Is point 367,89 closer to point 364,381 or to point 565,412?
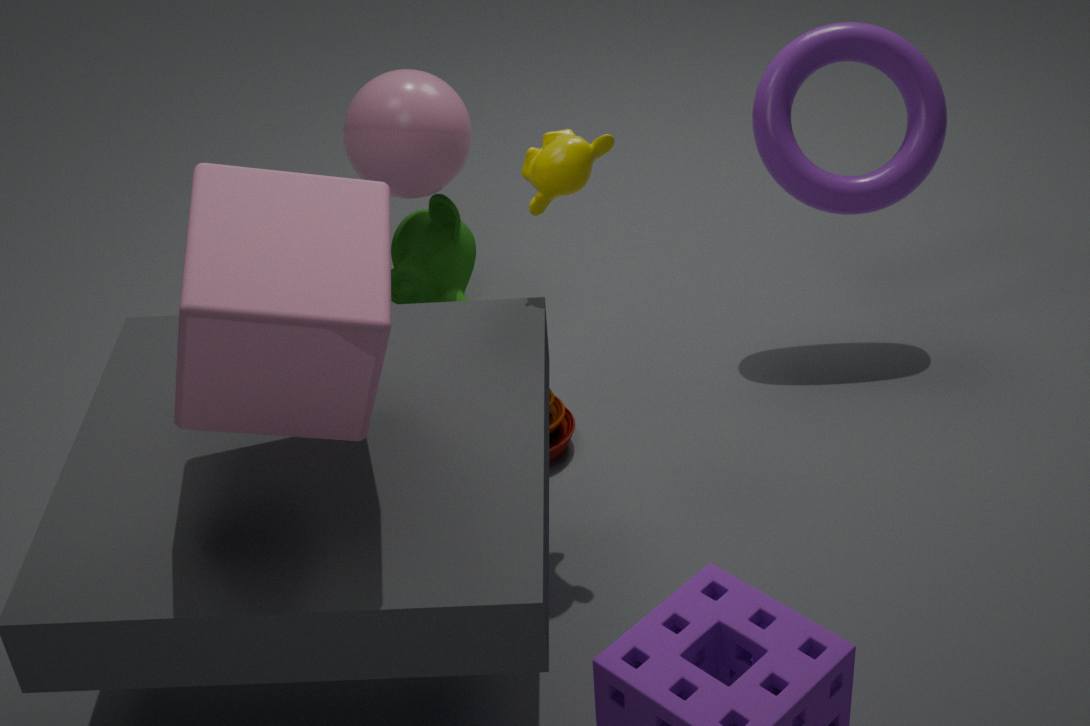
point 565,412
